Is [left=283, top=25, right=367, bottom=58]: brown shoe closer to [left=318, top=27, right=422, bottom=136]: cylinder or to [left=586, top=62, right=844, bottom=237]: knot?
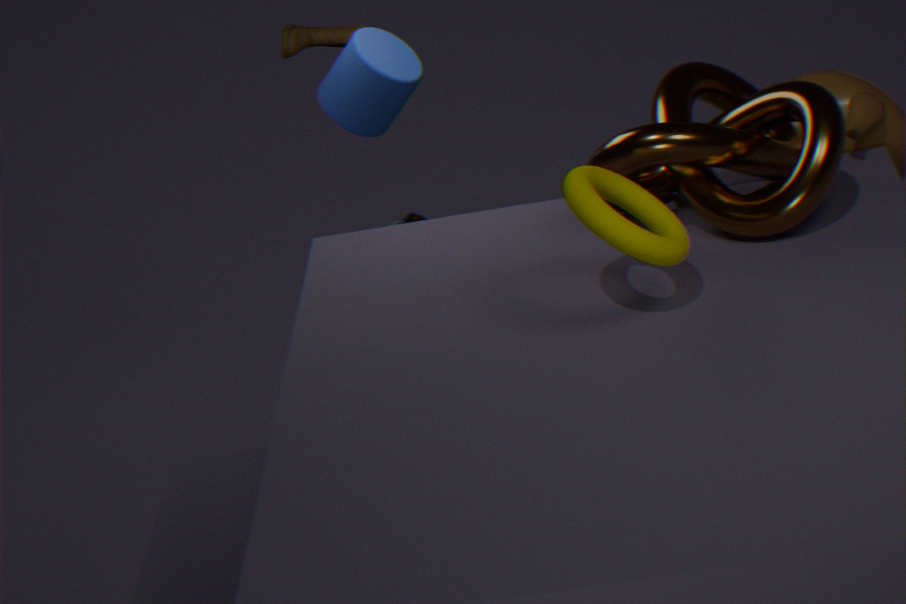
[left=318, top=27, right=422, bottom=136]: cylinder
